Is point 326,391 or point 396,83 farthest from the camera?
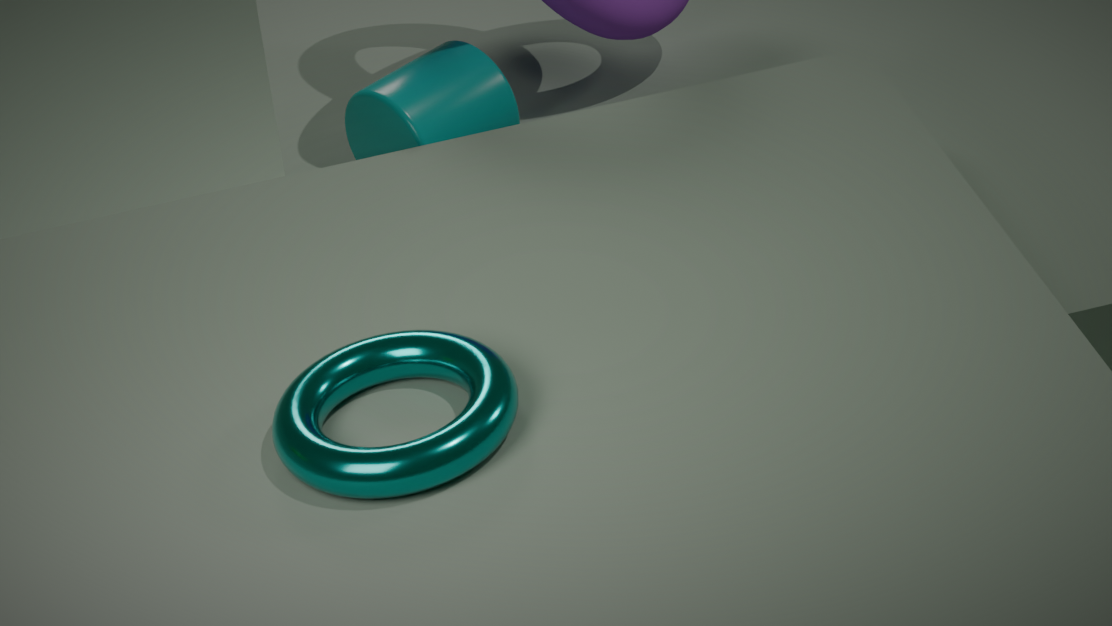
point 396,83
